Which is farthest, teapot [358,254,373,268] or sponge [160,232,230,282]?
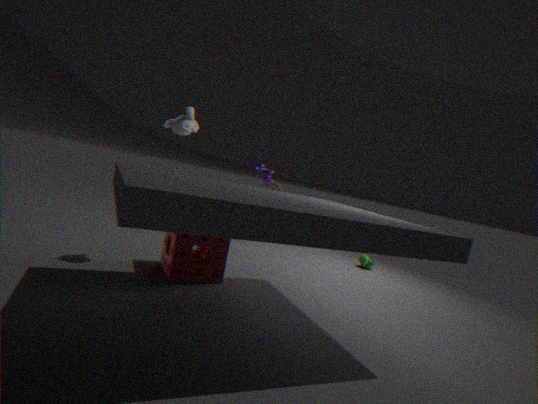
teapot [358,254,373,268]
